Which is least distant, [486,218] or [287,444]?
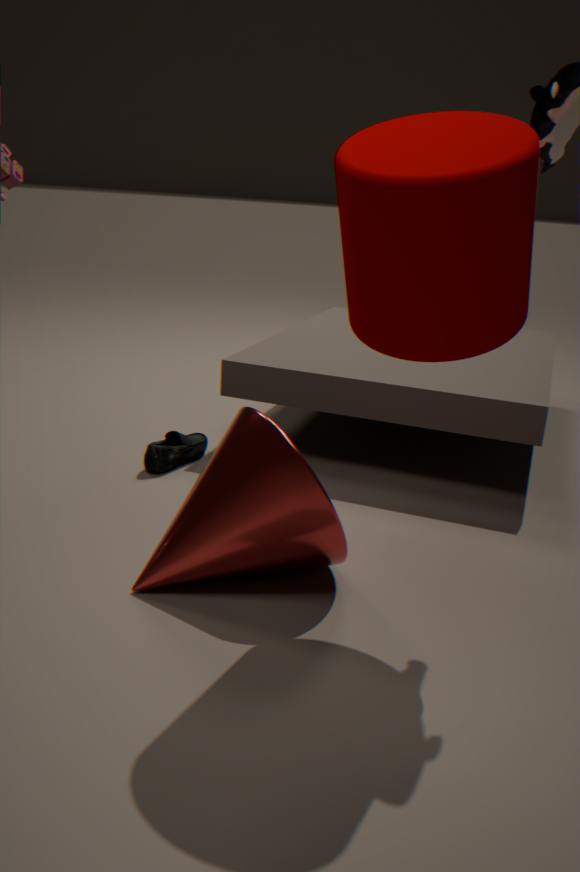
[486,218]
